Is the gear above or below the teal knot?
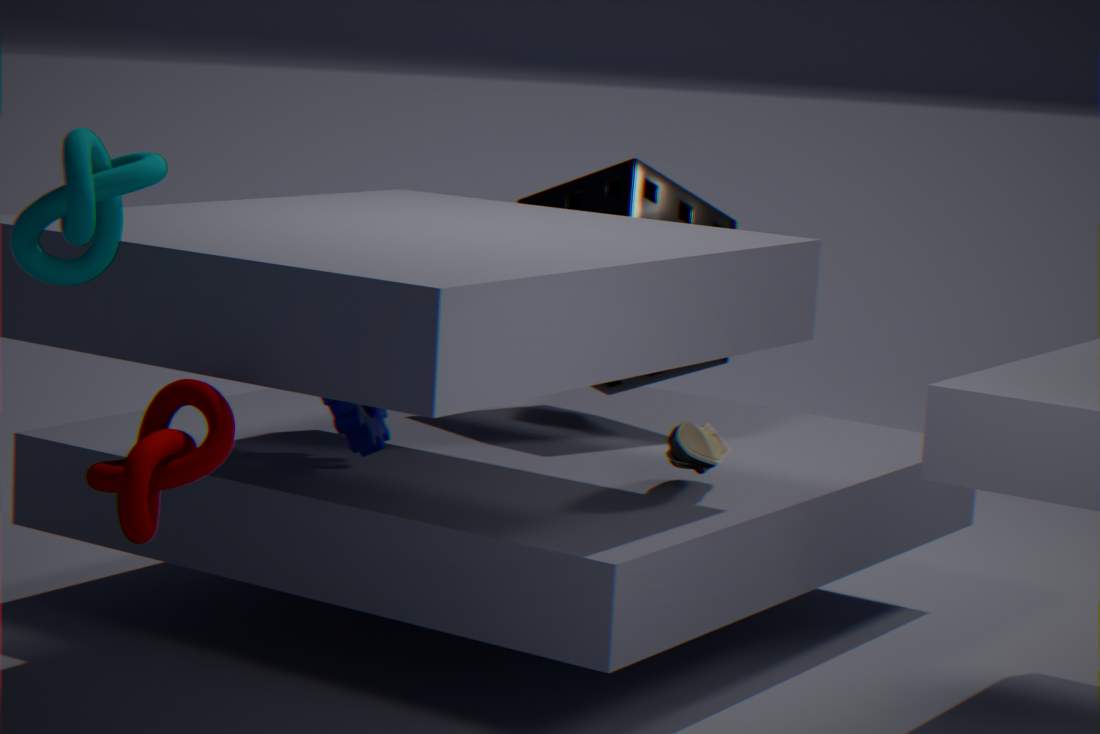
below
